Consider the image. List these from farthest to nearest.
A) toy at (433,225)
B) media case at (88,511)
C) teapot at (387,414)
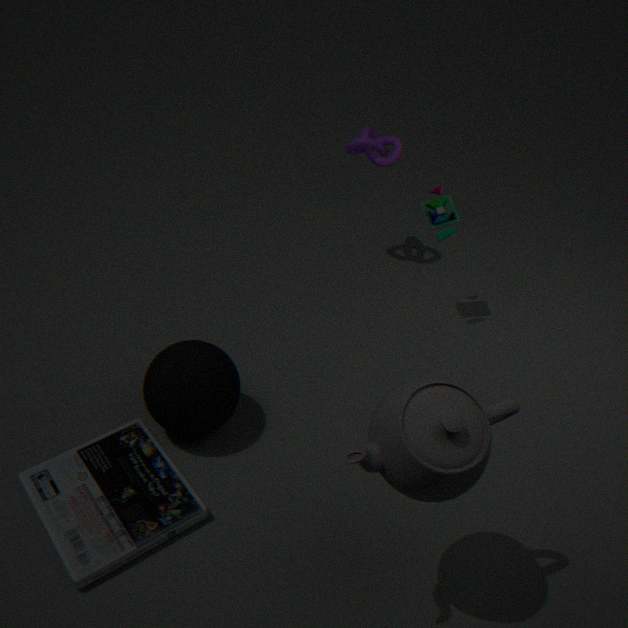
A. toy at (433,225)
B. media case at (88,511)
C. teapot at (387,414)
